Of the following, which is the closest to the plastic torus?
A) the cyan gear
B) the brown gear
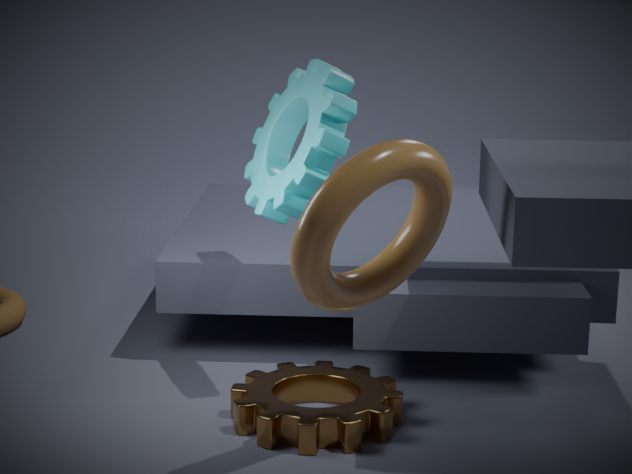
the cyan gear
